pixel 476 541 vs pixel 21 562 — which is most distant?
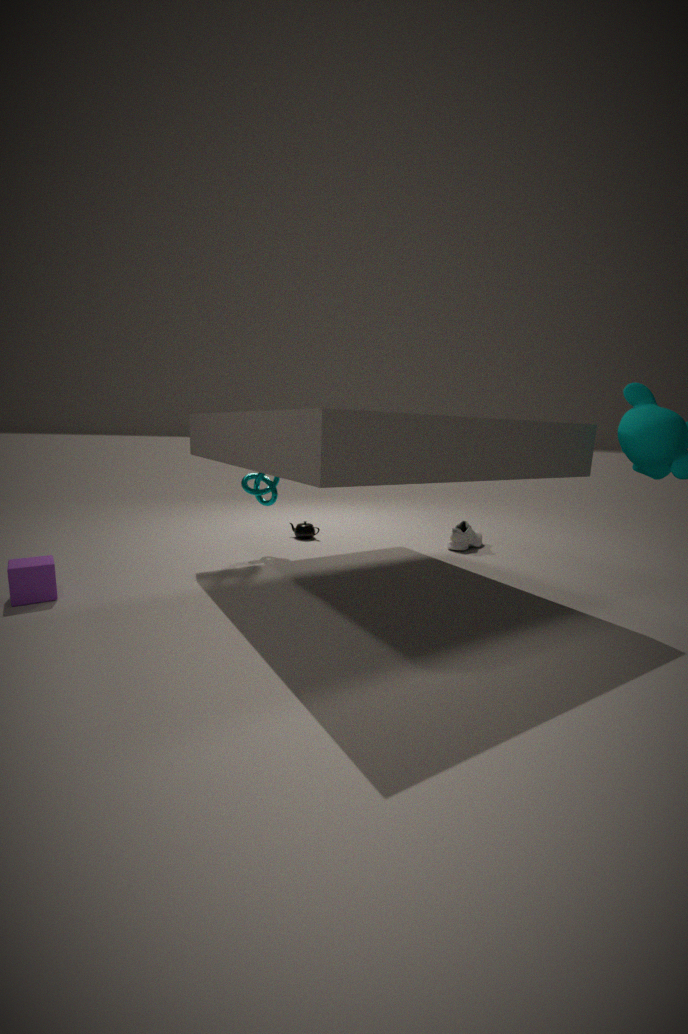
pixel 476 541
